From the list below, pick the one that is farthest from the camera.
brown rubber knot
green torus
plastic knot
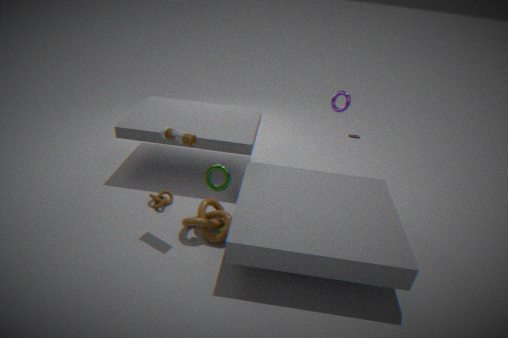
brown rubber knot
